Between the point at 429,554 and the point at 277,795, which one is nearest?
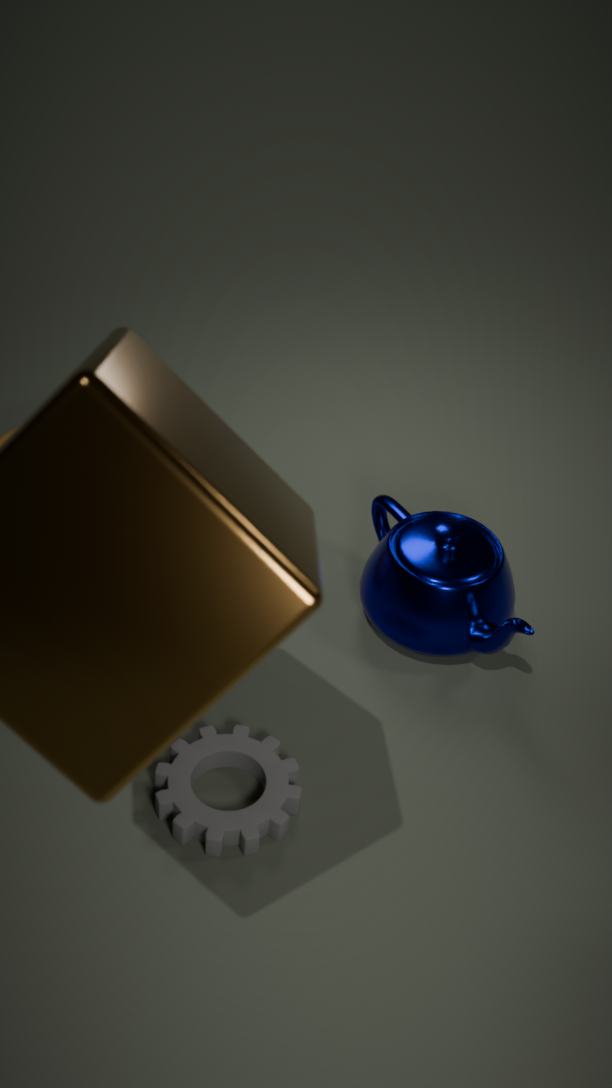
the point at 277,795
